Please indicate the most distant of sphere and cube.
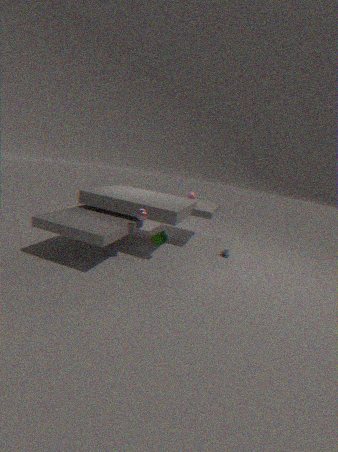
cube
